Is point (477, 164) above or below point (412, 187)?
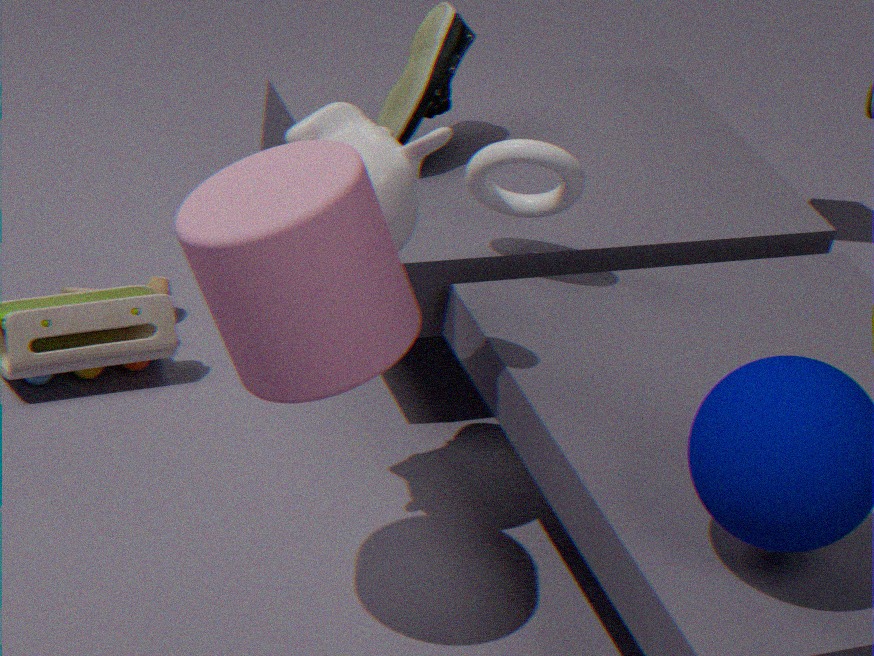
below
